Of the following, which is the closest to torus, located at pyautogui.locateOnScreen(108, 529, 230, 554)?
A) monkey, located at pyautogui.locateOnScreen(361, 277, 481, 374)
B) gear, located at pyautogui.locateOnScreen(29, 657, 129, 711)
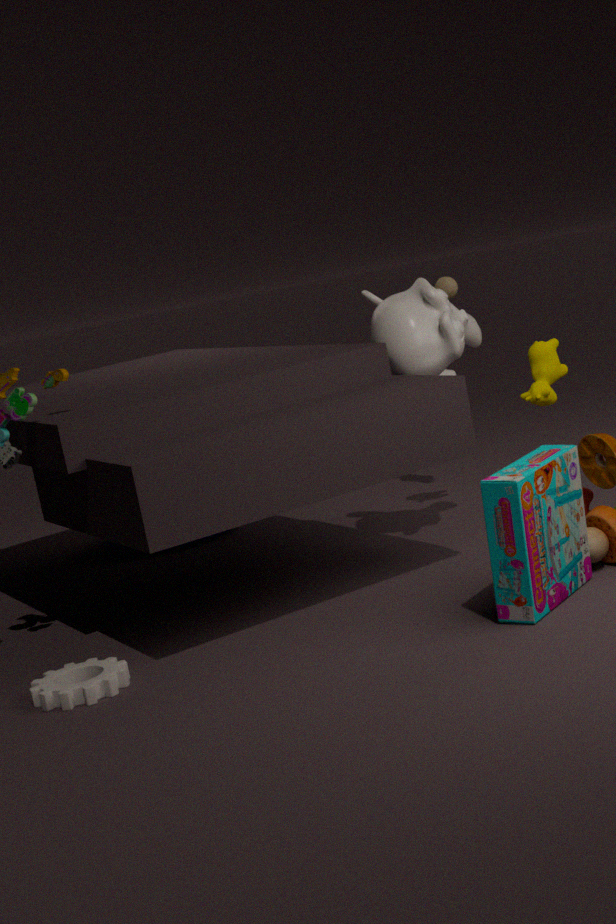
monkey, located at pyautogui.locateOnScreen(361, 277, 481, 374)
